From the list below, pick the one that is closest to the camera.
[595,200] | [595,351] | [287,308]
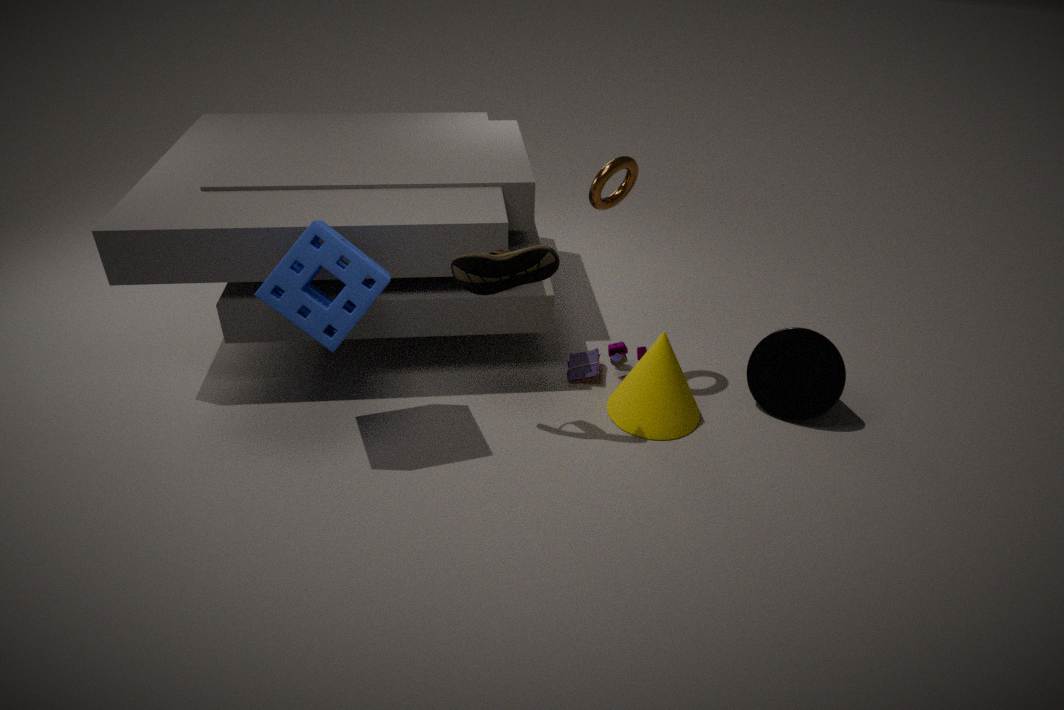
[287,308]
